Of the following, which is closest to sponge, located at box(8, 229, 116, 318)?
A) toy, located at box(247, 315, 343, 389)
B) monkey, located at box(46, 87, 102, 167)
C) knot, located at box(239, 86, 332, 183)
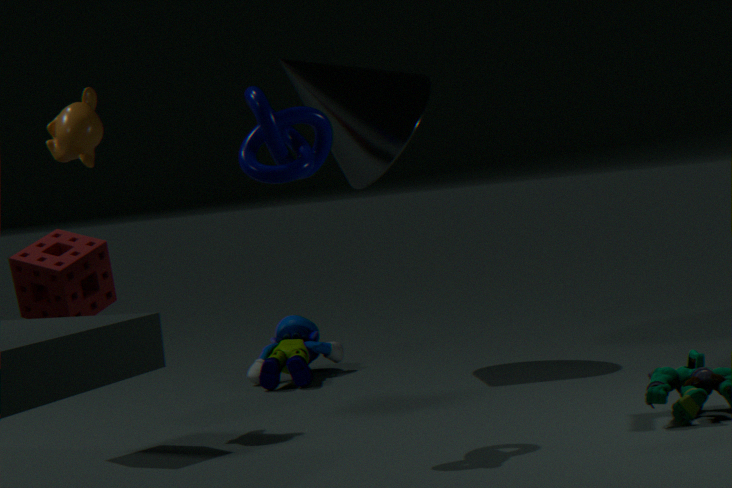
monkey, located at box(46, 87, 102, 167)
